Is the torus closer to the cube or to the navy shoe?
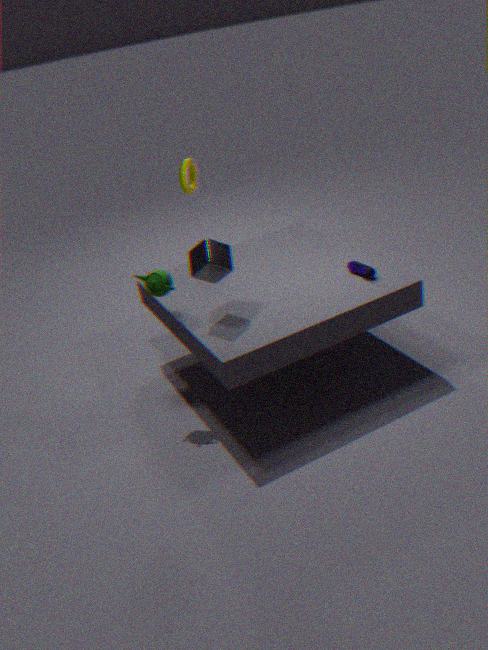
the cube
